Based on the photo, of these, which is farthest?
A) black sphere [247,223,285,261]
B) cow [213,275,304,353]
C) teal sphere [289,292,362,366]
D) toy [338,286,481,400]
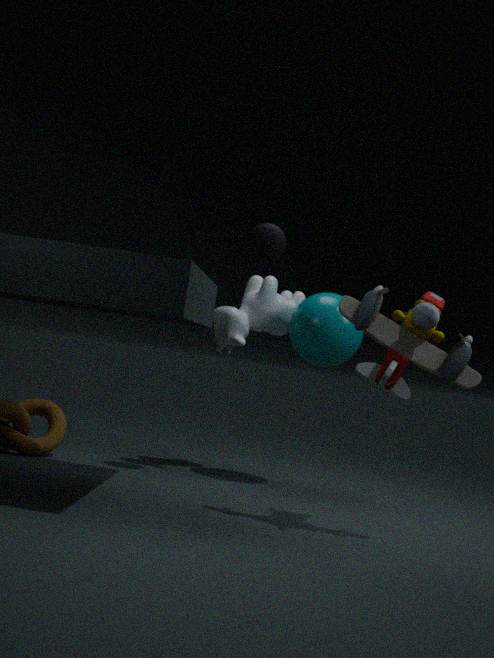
cow [213,275,304,353]
